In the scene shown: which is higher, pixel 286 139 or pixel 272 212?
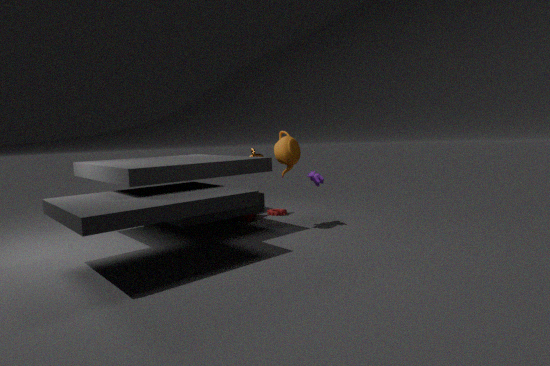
pixel 286 139
